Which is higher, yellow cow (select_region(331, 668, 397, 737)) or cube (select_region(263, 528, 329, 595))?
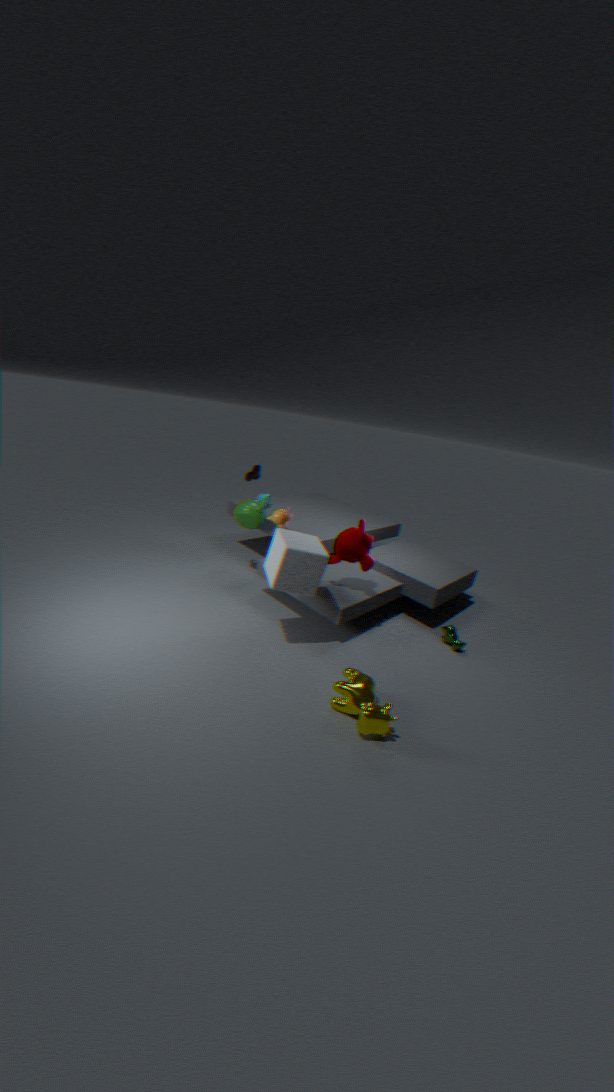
cube (select_region(263, 528, 329, 595))
